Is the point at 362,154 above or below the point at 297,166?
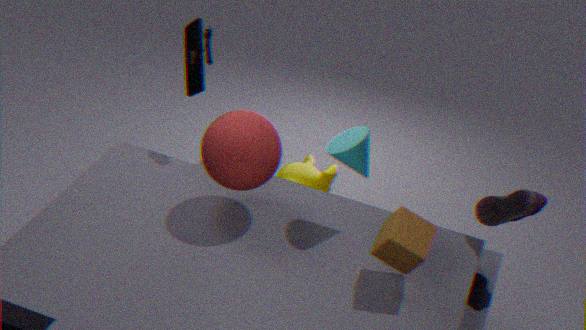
above
